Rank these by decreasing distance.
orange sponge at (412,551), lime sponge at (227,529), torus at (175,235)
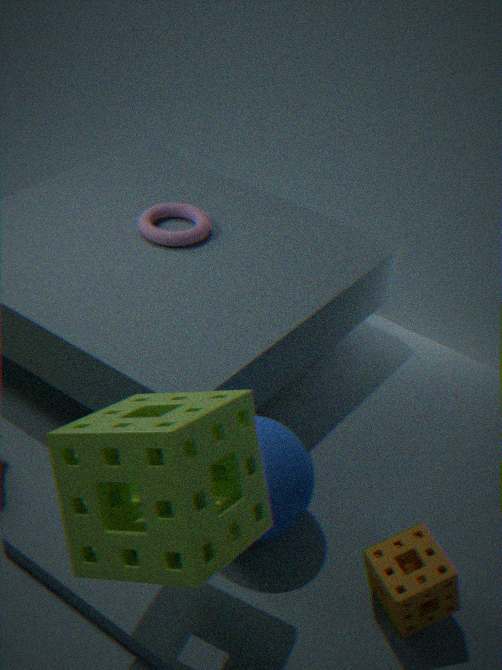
torus at (175,235)
orange sponge at (412,551)
lime sponge at (227,529)
